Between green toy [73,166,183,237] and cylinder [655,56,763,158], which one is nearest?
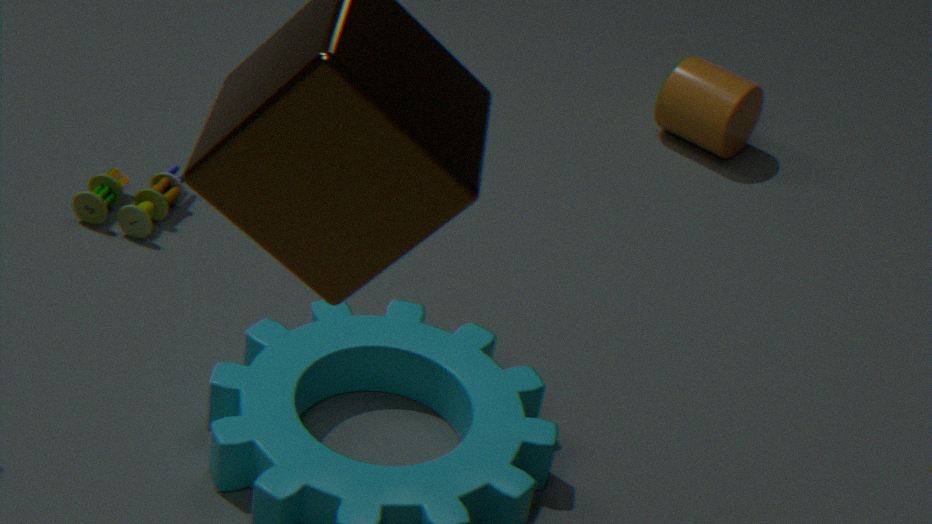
green toy [73,166,183,237]
